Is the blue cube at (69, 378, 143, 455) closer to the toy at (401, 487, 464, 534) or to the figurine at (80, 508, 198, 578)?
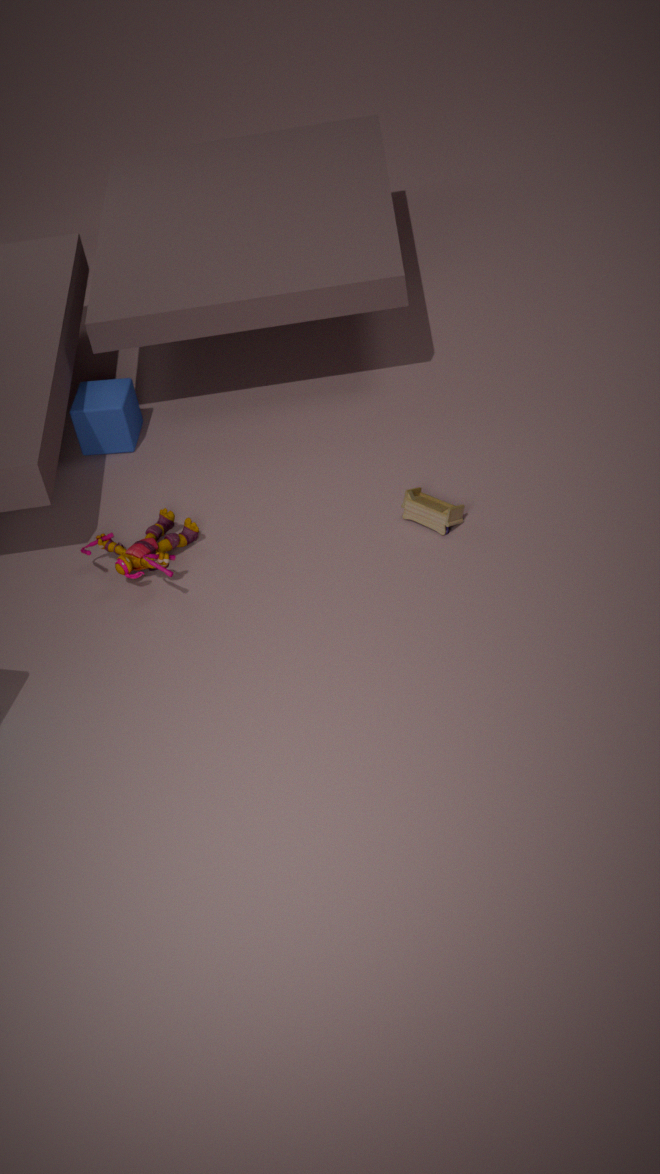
the figurine at (80, 508, 198, 578)
